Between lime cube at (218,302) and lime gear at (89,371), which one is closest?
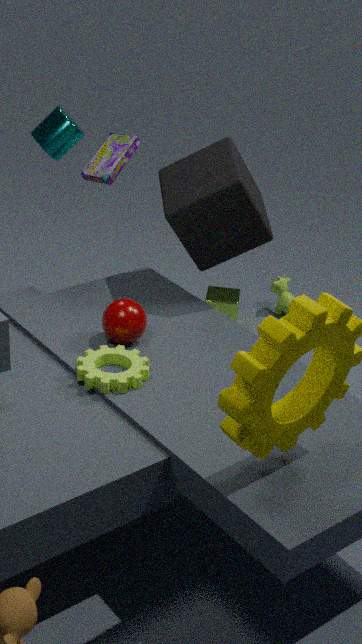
lime gear at (89,371)
